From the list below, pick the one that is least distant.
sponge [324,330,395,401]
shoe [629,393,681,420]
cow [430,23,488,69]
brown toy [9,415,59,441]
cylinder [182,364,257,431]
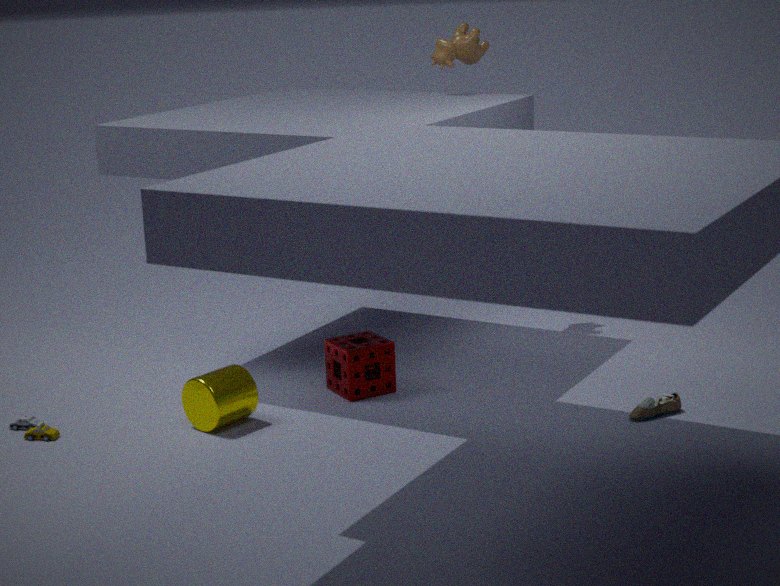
cylinder [182,364,257,431]
